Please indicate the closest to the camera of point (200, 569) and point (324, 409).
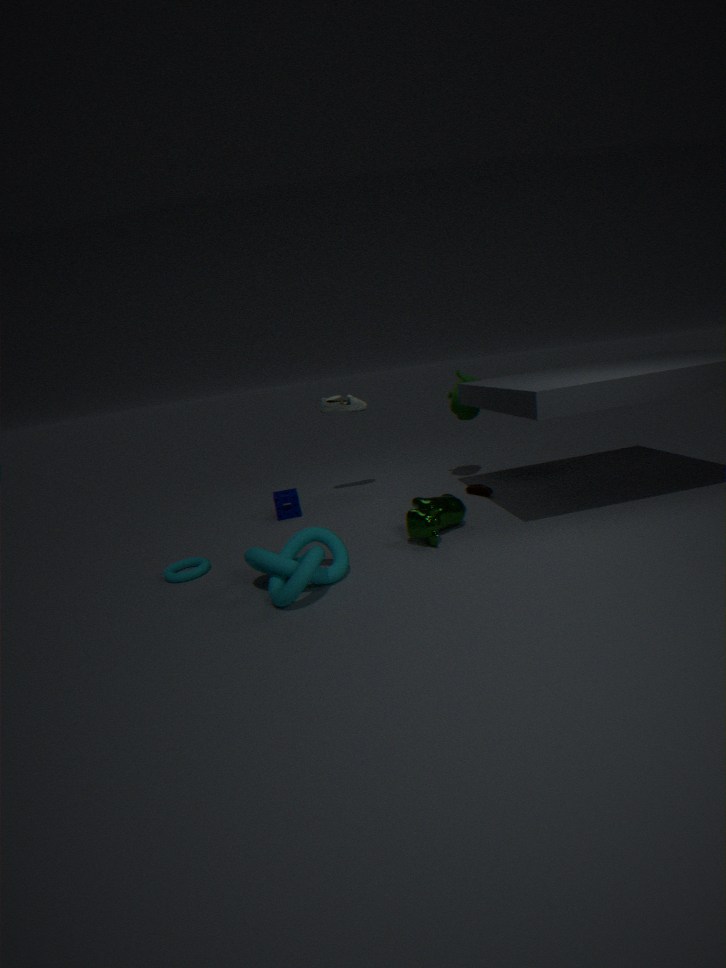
point (200, 569)
